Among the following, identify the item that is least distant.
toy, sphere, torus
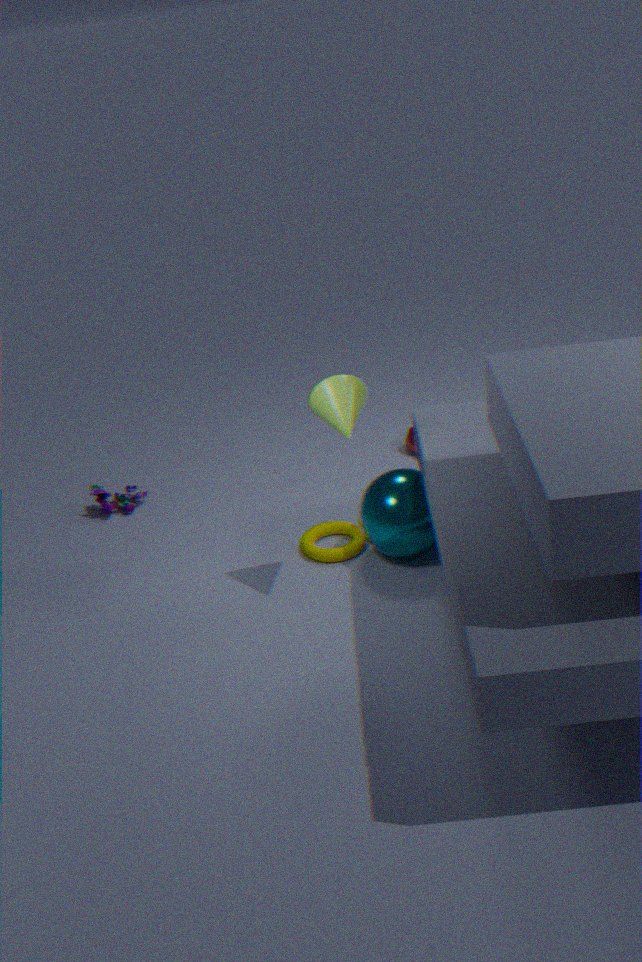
sphere
